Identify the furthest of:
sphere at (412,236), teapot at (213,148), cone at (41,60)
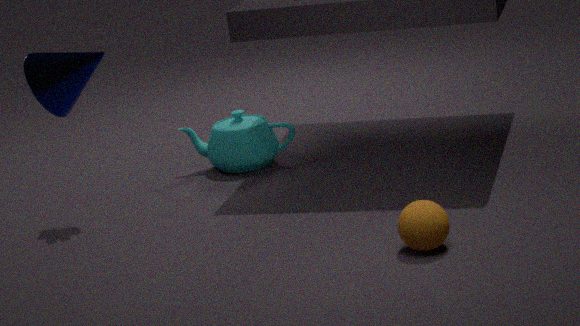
teapot at (213,148)
